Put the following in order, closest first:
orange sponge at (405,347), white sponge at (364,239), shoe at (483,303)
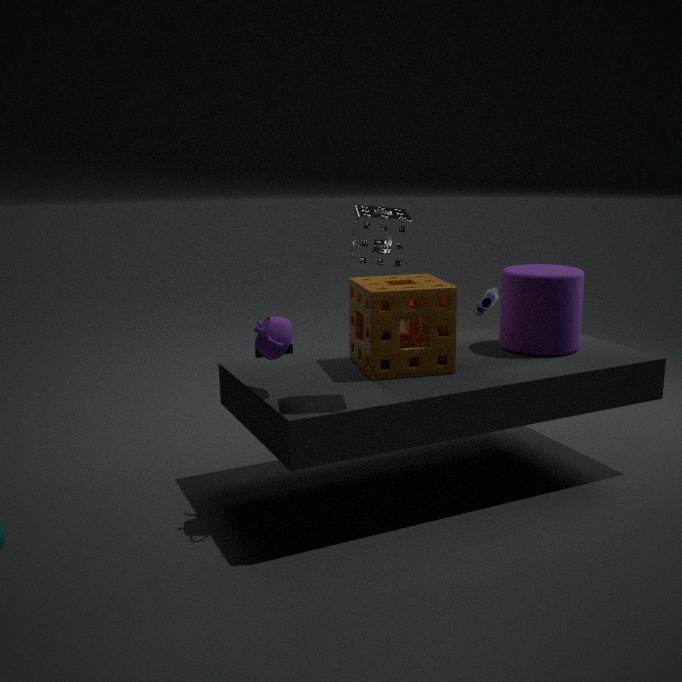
1. white sponge at (364,239)
2. orange sponge at (405,347)
3. shoe at (483,303)
